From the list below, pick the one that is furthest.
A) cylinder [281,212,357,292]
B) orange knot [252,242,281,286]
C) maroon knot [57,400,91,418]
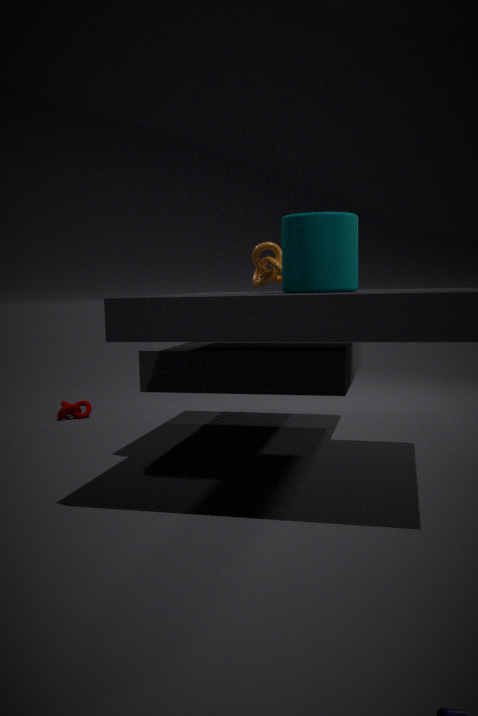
maroon knot [57,400,91,418]
